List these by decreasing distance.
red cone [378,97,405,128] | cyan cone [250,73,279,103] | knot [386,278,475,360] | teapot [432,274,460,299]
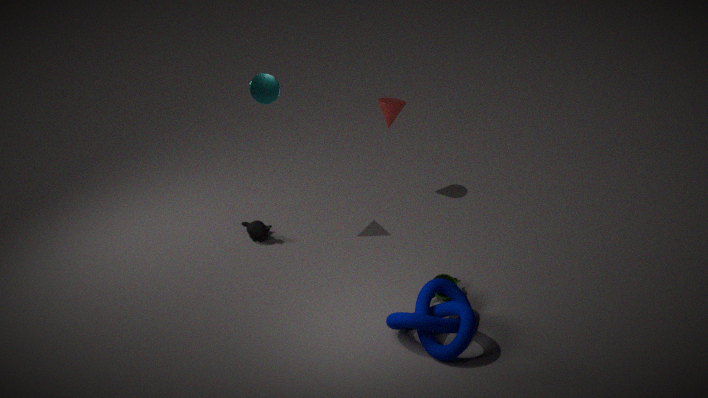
red cone [378,97,405,128] → cyan cone [250,73,279,103] → teapot [432,274,460,299] → knot [386,278,475,360]
